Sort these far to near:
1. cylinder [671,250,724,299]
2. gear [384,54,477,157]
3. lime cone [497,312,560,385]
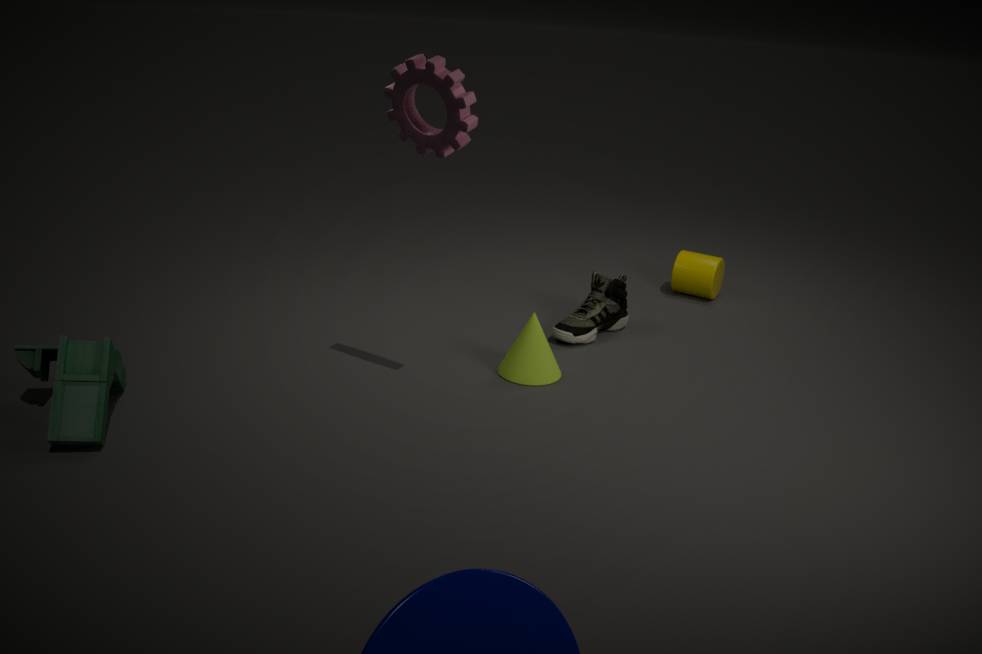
cylinder [671,250,724,299], lime cone [497,312,560,385], gear [384,54,477,157]
